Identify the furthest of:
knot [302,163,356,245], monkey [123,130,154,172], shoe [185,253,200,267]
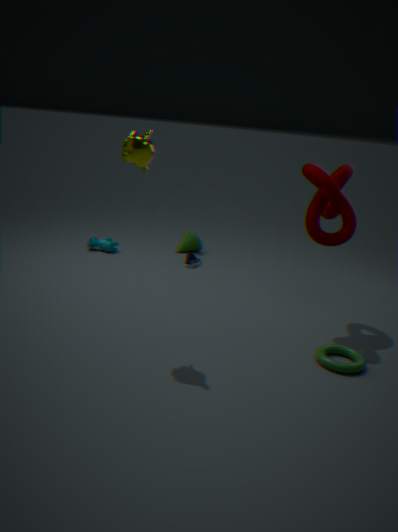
shoe [185,253,200,267]
